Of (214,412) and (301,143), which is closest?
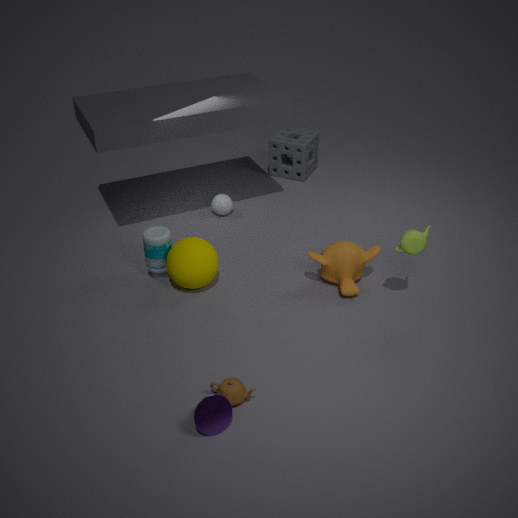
(214,412)
